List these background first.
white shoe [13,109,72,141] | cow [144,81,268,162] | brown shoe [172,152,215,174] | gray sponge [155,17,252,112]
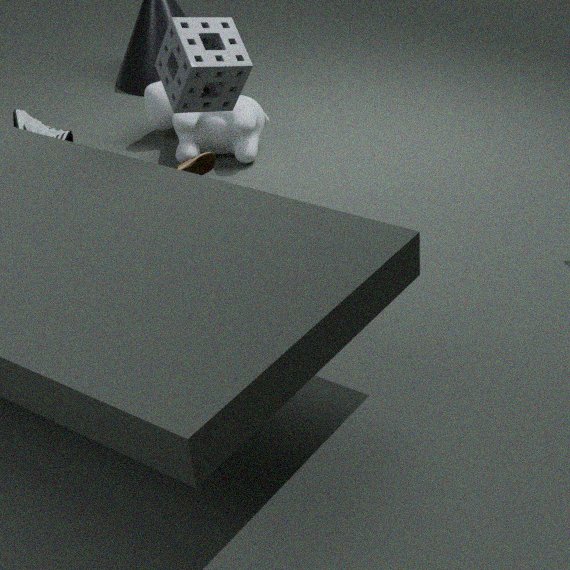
white shoe [13,109,72,141] < cow [144,81,268,162] < brown shoe [172,152,215,174] < gray sponge [155,17,252,112]
